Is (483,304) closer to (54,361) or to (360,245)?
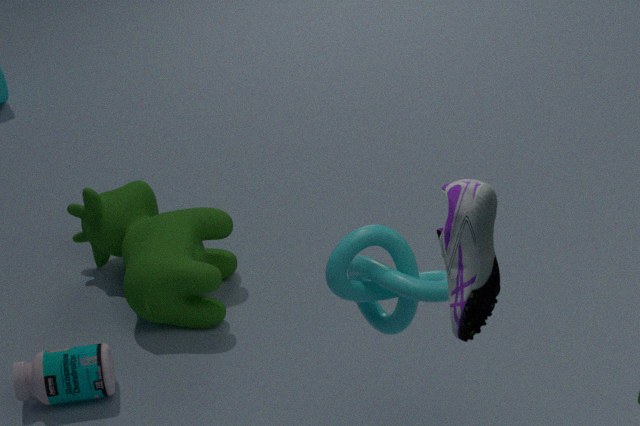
(360,245)
